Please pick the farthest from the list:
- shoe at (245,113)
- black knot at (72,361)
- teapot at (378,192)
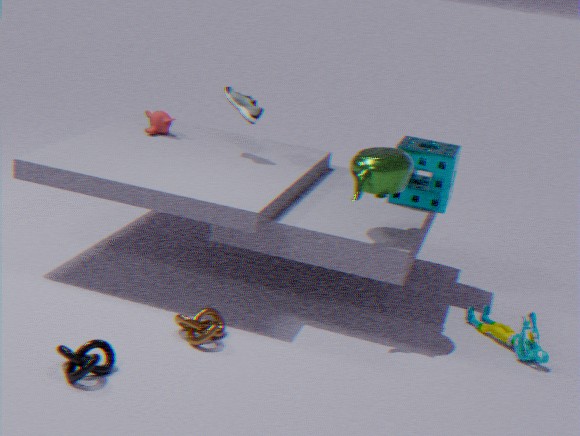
shoe at (245,113)
